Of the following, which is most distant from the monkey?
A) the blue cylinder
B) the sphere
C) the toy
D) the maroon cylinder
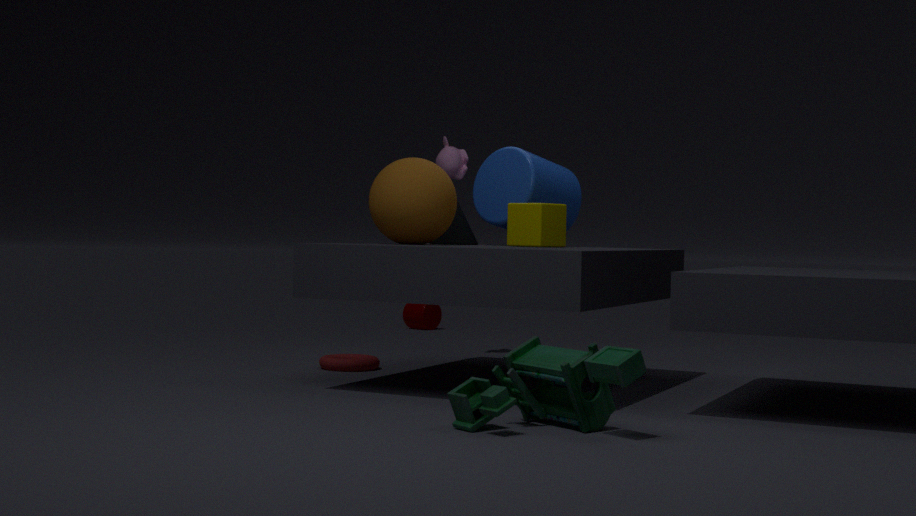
the toy
